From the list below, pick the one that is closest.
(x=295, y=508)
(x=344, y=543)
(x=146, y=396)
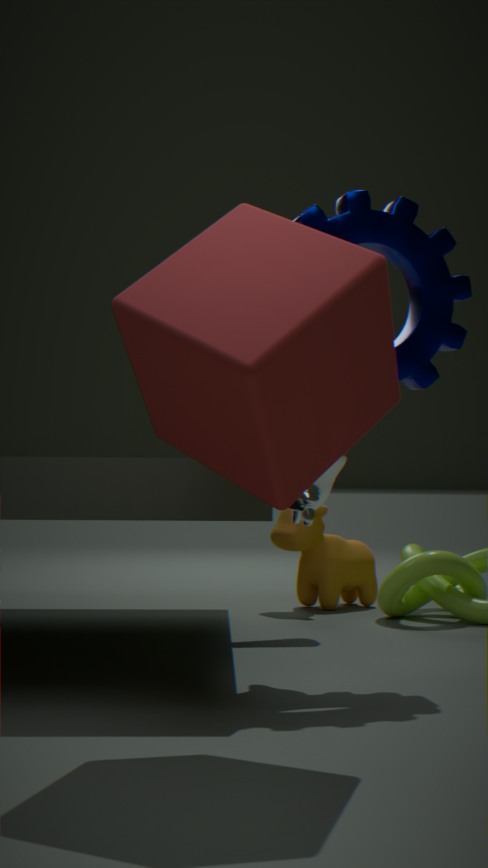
(x=146, y=396)
